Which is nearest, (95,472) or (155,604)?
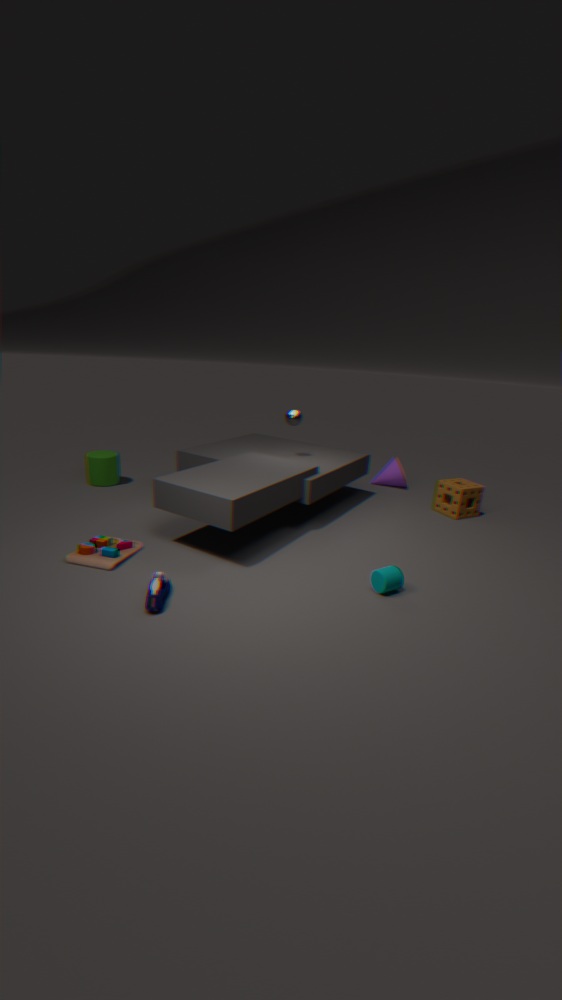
(155,604)
